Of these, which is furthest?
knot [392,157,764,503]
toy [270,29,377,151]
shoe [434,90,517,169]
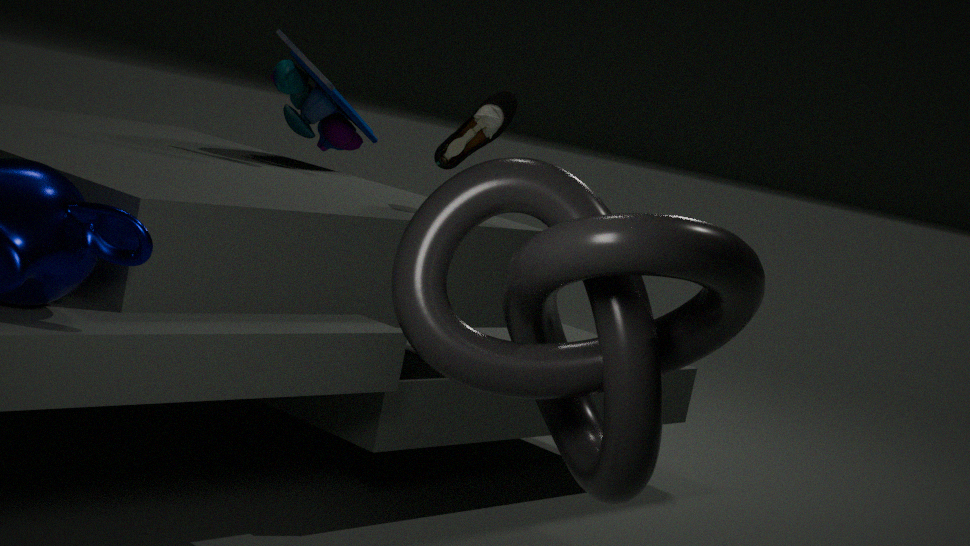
toy [270,29,377,151]
